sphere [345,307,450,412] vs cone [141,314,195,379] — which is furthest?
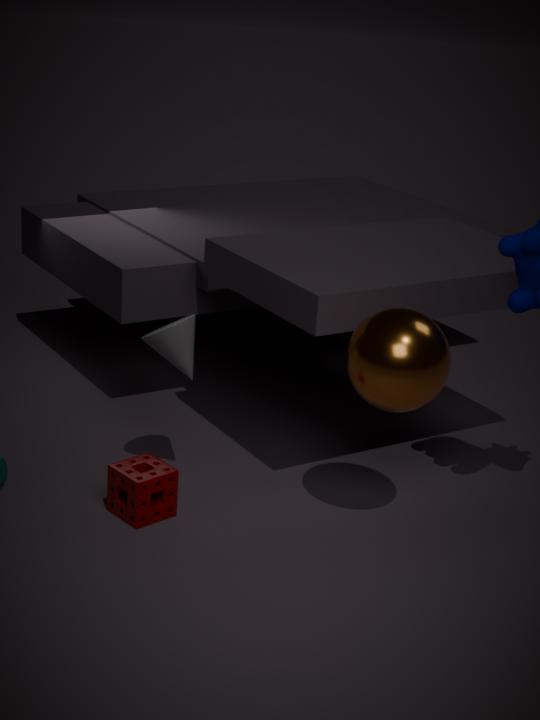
Answer: cone [141,314,195,379]
